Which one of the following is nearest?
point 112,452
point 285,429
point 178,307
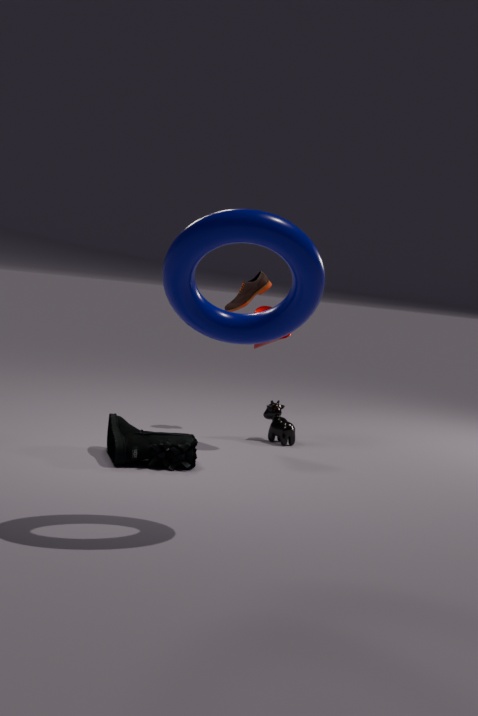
point 178,307
